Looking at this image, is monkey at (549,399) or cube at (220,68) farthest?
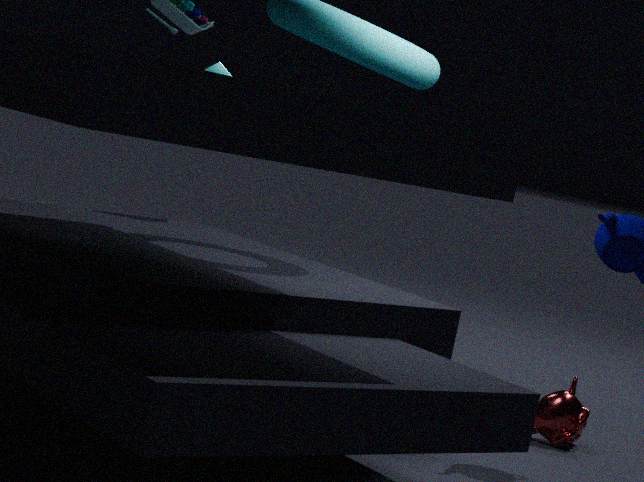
cube at (220,68)
